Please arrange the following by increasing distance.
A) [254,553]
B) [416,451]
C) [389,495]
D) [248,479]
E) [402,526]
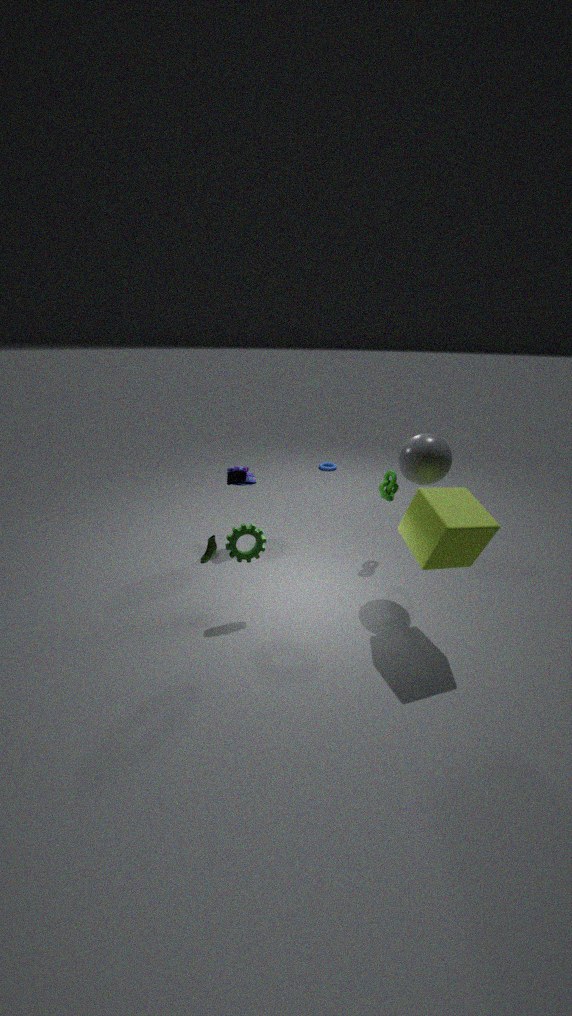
[402,526] → [416,451] → [254,553] → [389,495] → [248,479]
